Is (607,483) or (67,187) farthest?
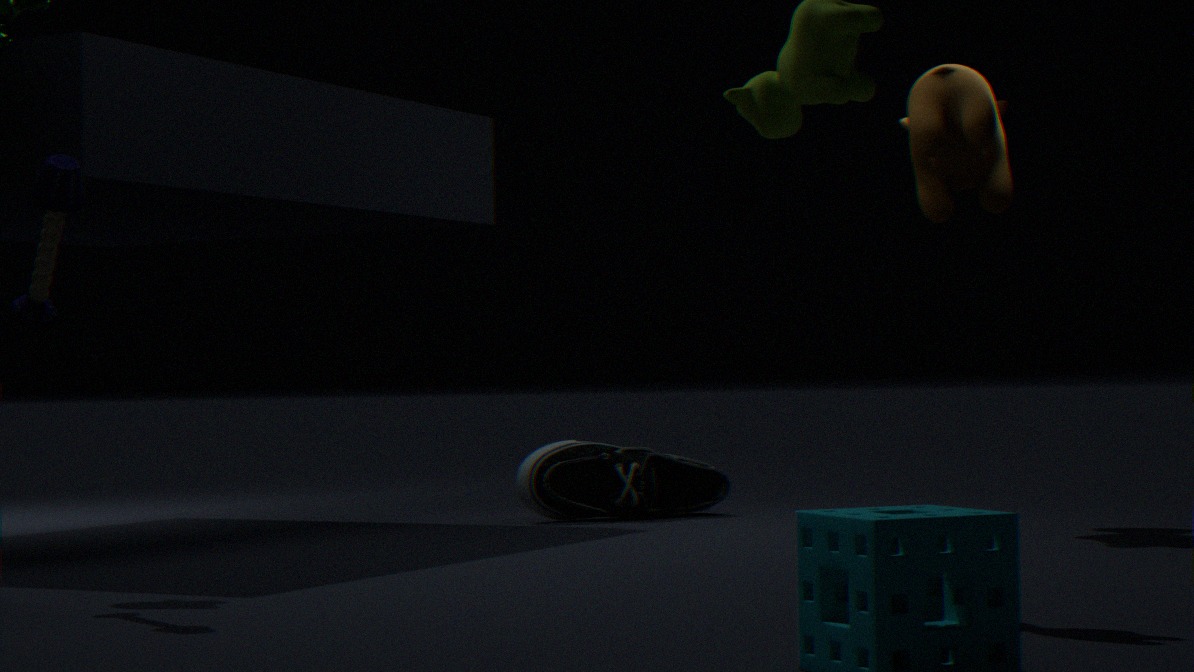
(607,483)
